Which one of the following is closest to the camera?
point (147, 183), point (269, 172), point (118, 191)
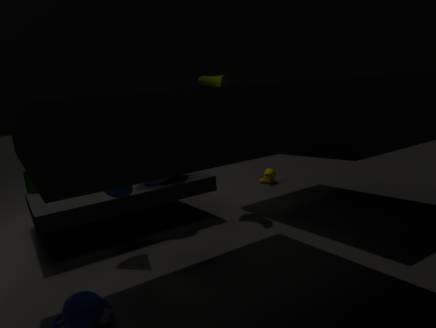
point (118, 191)
